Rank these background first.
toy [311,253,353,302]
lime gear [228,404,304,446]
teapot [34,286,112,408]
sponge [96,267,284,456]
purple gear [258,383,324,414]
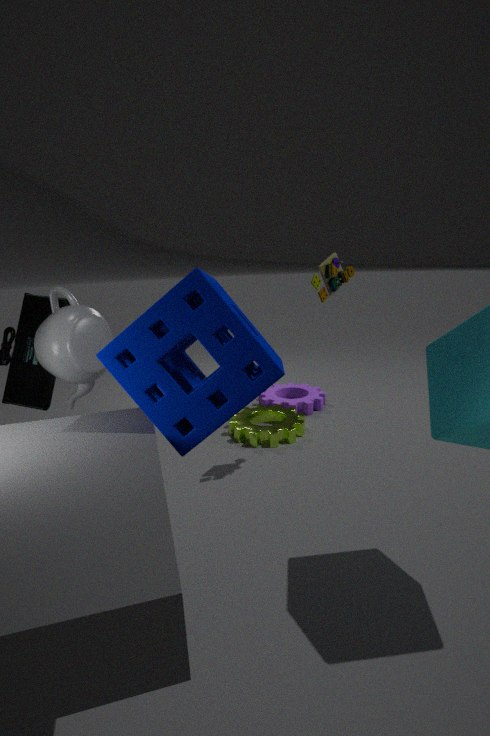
purple gear [258,383,324,414] → lime gear [228,404,304,446] → toy [311,253,353,302] → teapot [34,286,112,408] → sponge [96,267,284,456]
